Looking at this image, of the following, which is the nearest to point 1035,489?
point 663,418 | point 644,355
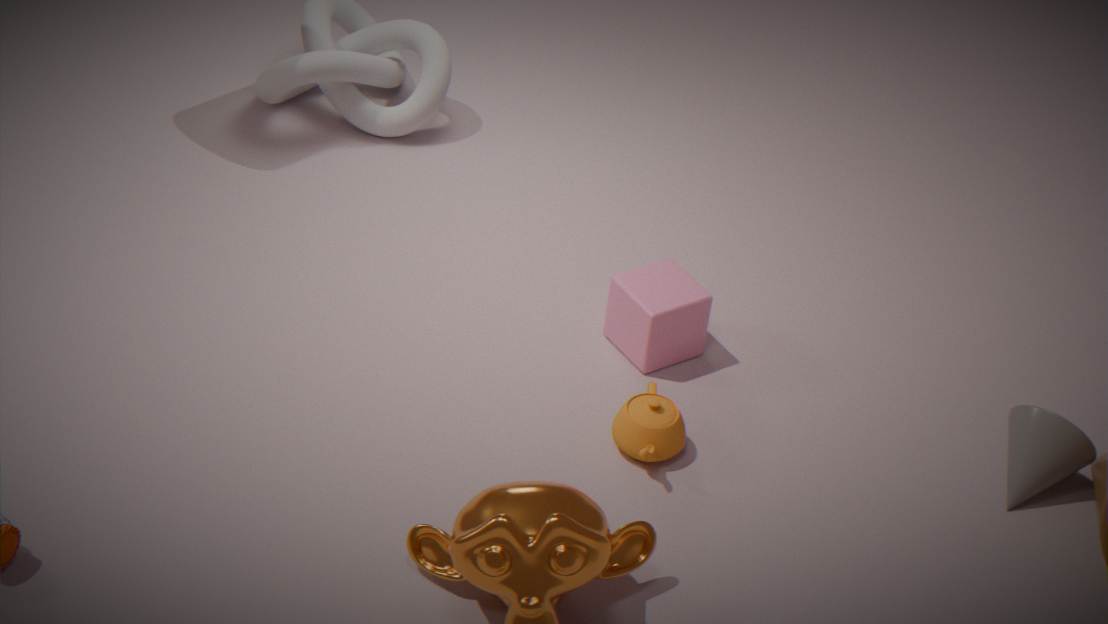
point 663,418
